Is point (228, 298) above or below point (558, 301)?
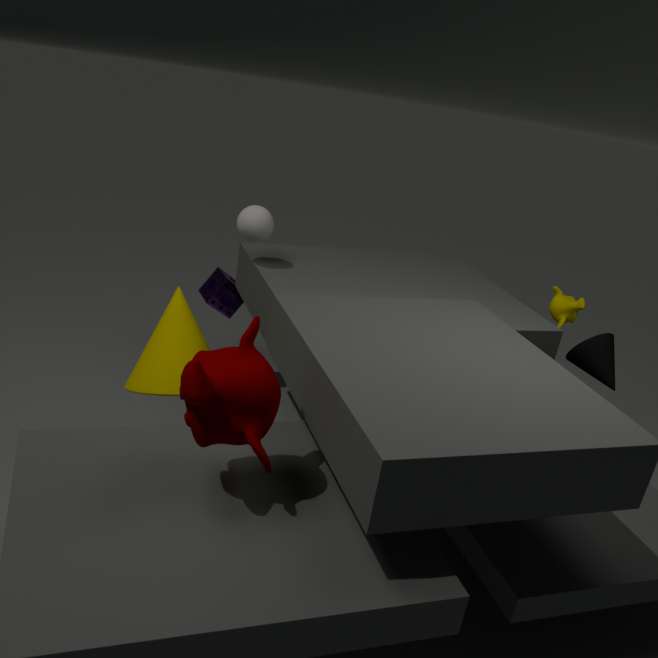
below
